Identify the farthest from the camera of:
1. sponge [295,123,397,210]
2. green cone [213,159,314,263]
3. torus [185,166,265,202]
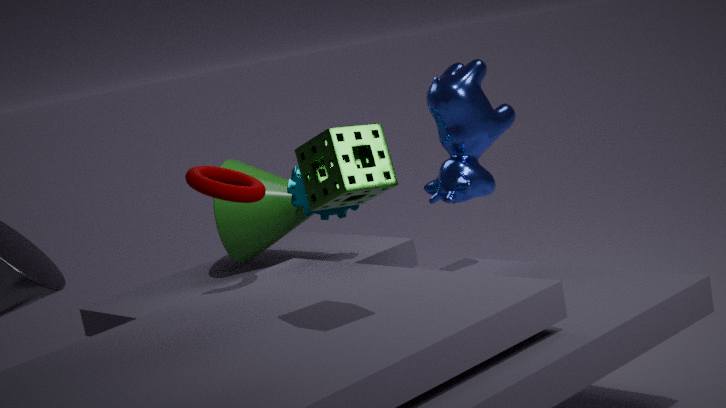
green cone [213,159,314,263]
